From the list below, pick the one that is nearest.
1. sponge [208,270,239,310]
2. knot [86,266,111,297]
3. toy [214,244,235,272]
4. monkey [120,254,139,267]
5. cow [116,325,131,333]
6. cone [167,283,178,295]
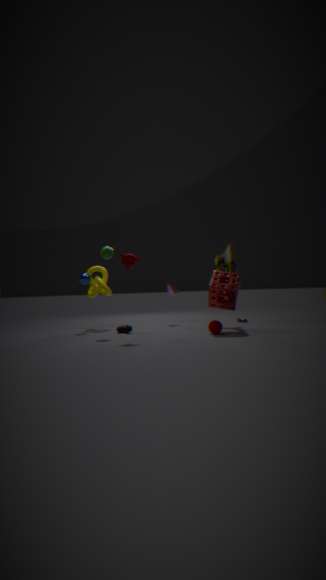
monkey [120,254,139,267]
